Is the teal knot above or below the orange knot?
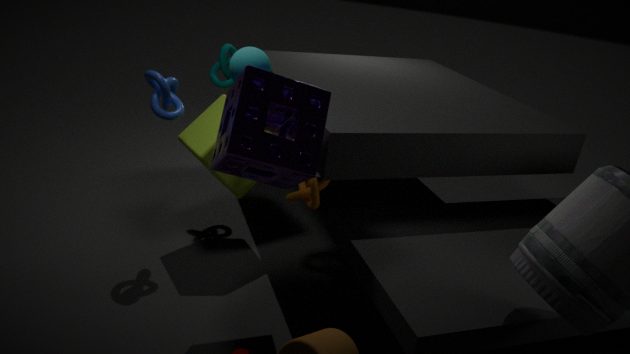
above
